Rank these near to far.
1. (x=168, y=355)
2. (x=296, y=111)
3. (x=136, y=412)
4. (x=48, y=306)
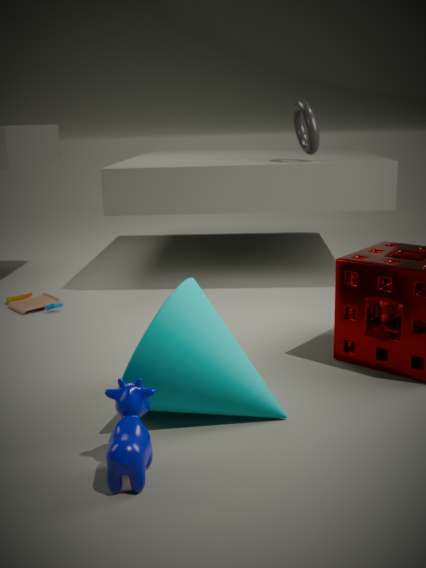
(x=136, y=412) < (x=168, y=355) < (x=48, y=306) < (x=296, y=111)
